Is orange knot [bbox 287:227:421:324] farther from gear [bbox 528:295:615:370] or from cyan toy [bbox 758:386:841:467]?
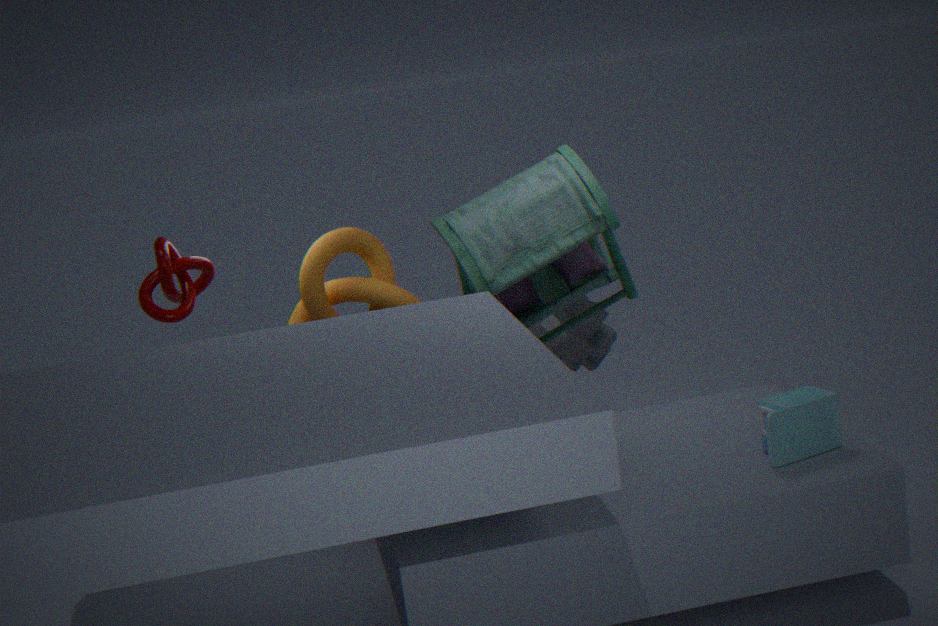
cyan toy [bbox 758:386:841:467]
